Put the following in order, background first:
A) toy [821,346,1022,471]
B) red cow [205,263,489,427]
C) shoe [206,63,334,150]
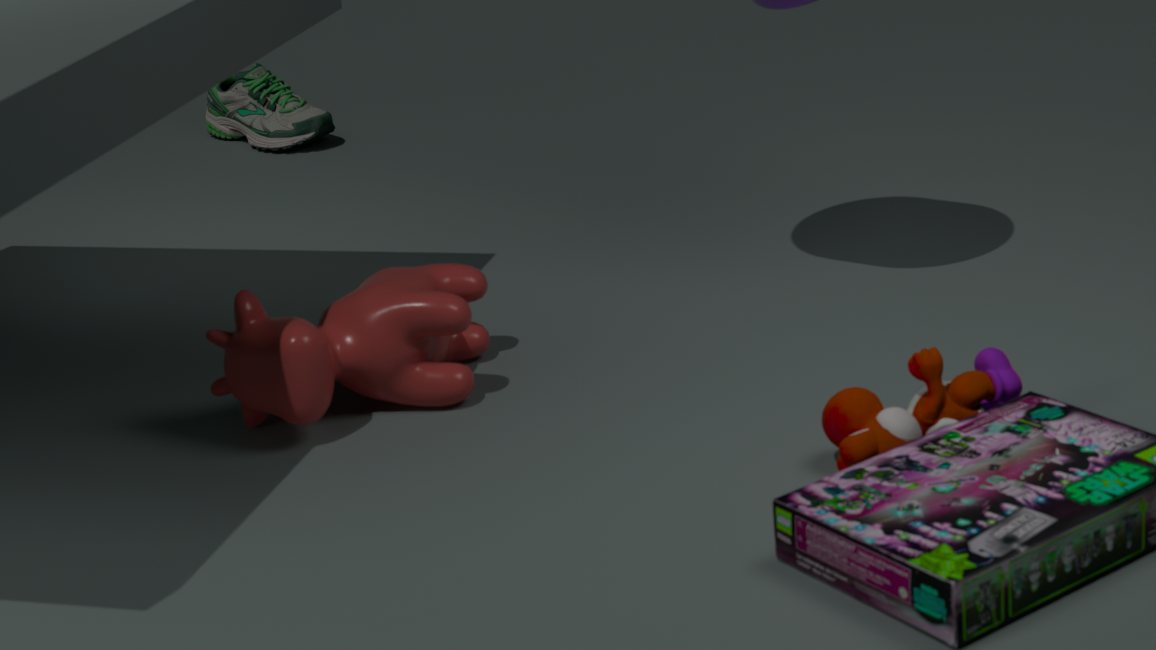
1. shoe [206,63,334,150]
2. red cow [205,263,489,427]
3. toy [821,346,1022,471]
